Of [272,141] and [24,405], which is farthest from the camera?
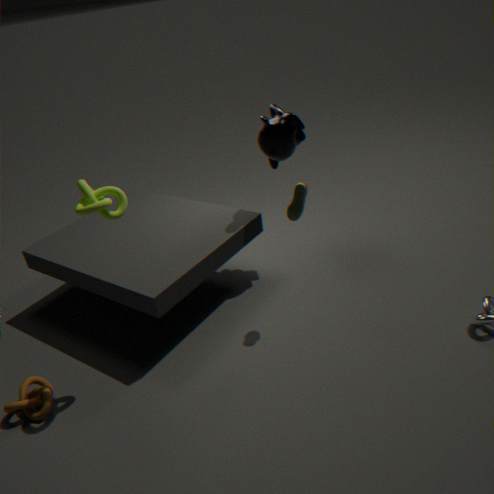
[272,141]
